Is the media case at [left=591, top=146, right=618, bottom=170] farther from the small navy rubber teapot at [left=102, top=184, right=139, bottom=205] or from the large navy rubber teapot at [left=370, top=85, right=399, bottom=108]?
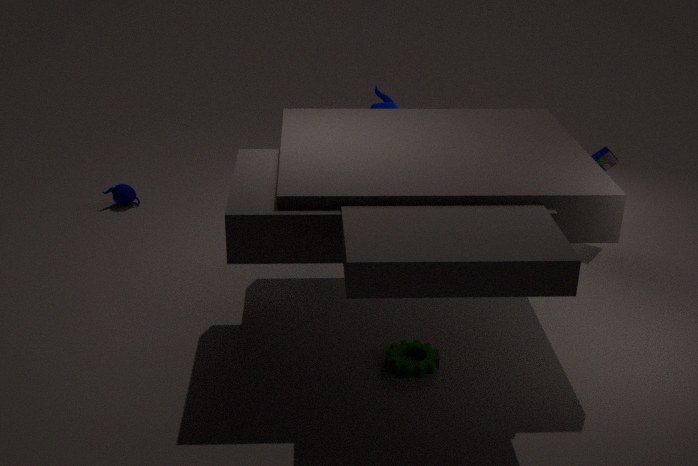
the small navy rubber teapot at [left=102, top=184, right=139, bottom=205]
